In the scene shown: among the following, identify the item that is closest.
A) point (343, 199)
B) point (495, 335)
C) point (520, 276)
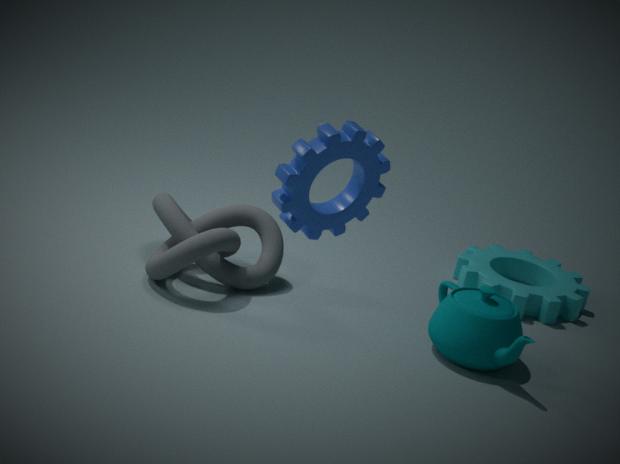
point (343, 199)
